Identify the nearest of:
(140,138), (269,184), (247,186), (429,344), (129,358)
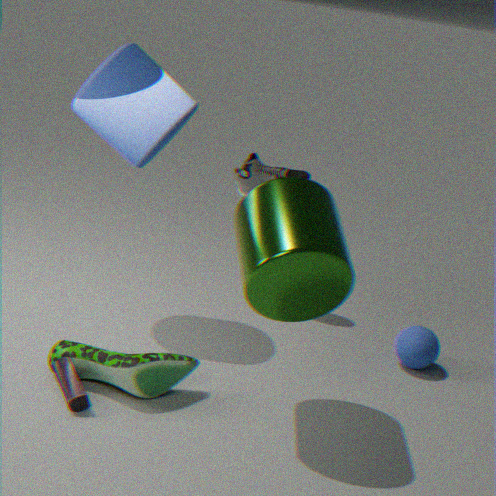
(269,184)
